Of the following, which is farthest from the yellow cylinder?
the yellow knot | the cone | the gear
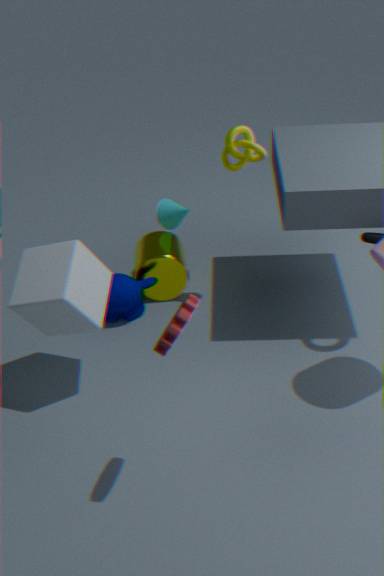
the gear
